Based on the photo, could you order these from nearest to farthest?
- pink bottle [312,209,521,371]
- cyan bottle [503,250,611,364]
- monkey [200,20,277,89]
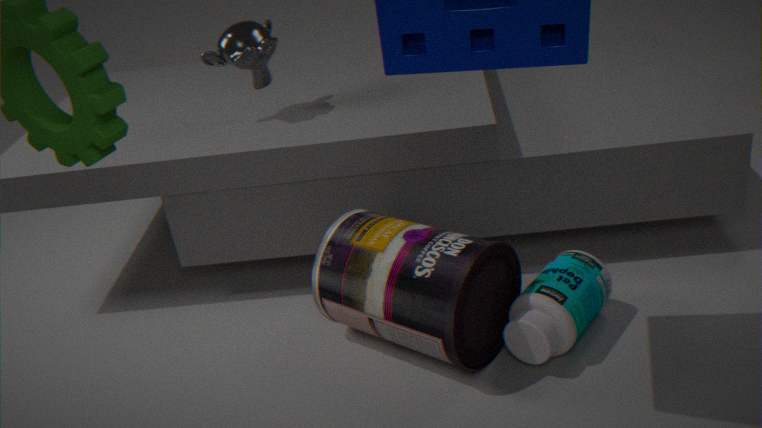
pink bottle [312,209,521,371], cyan bottle [503,250,611,364], monkey [200,20,277,89]
